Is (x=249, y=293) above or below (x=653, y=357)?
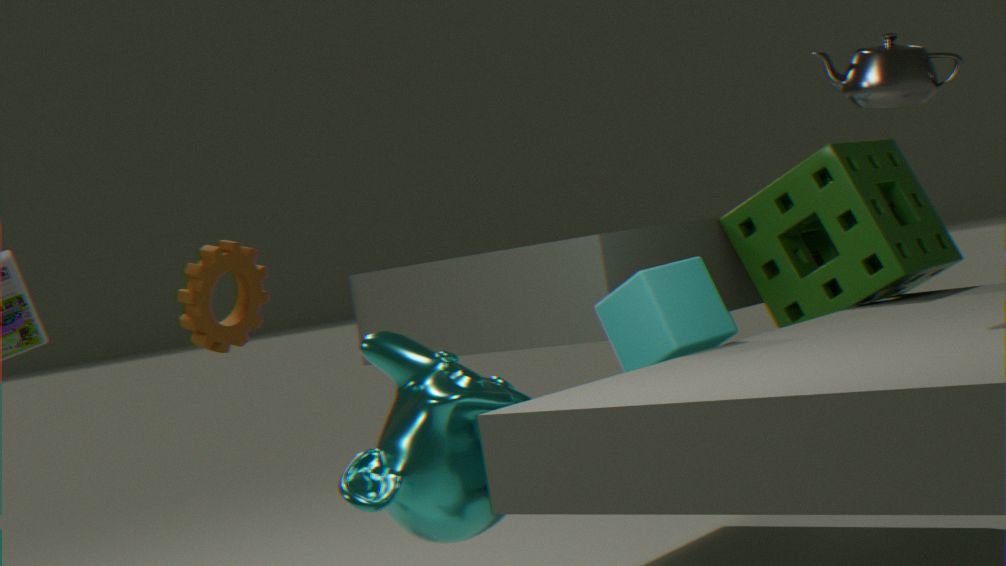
above
